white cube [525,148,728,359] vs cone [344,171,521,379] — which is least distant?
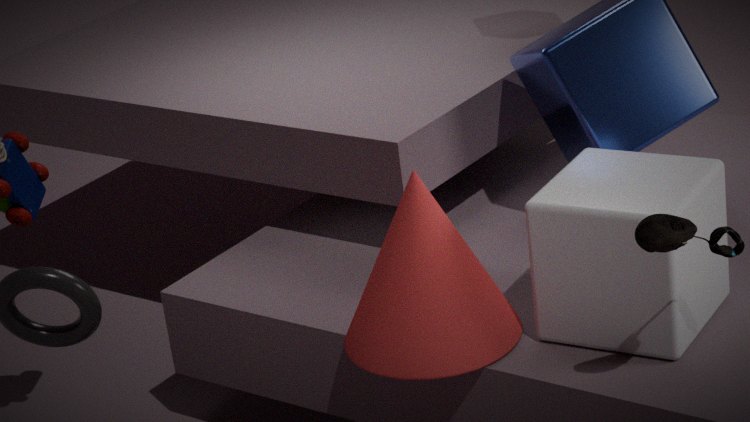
white cube [525,148,728,359]
